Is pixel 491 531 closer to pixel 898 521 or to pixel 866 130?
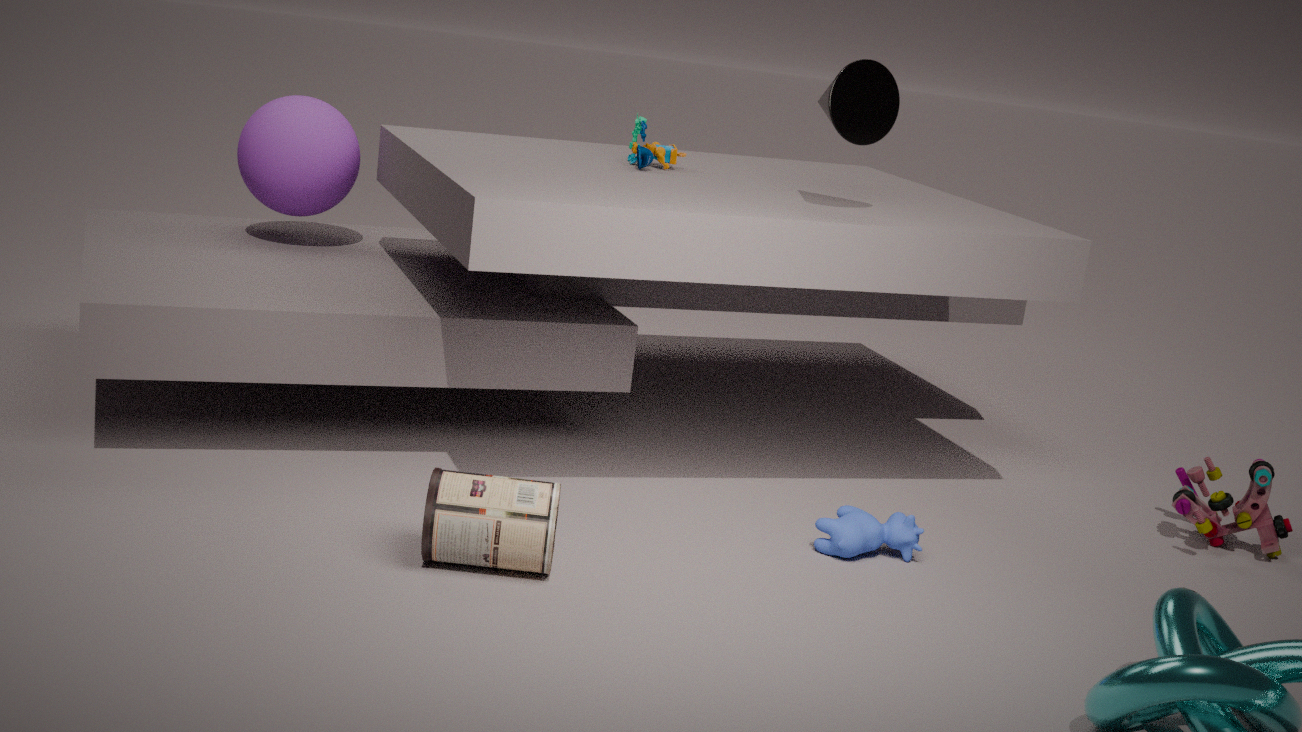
pixel 898 521
